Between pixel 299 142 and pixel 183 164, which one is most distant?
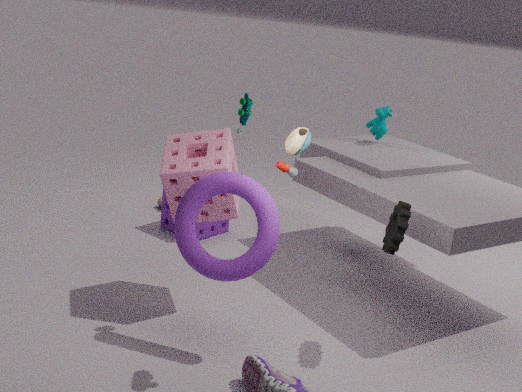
pixel 183 164
